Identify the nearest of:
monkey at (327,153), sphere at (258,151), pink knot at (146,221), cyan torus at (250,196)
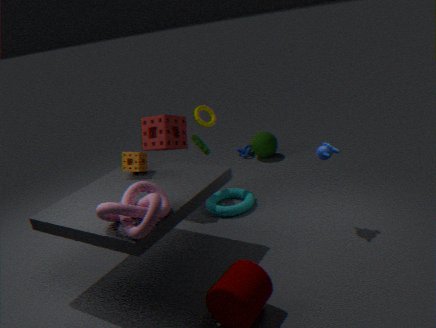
pink knot at (146,221)
